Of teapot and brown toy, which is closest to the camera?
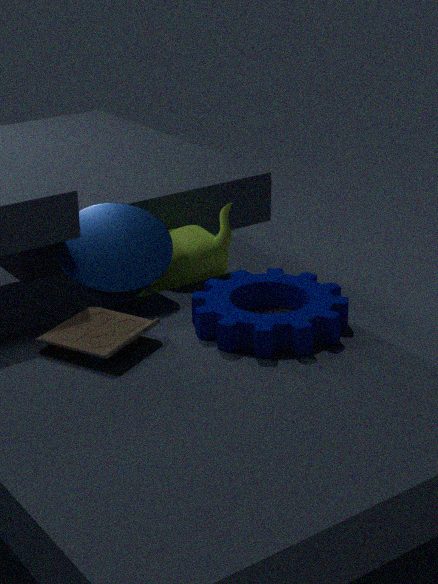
brown toy
